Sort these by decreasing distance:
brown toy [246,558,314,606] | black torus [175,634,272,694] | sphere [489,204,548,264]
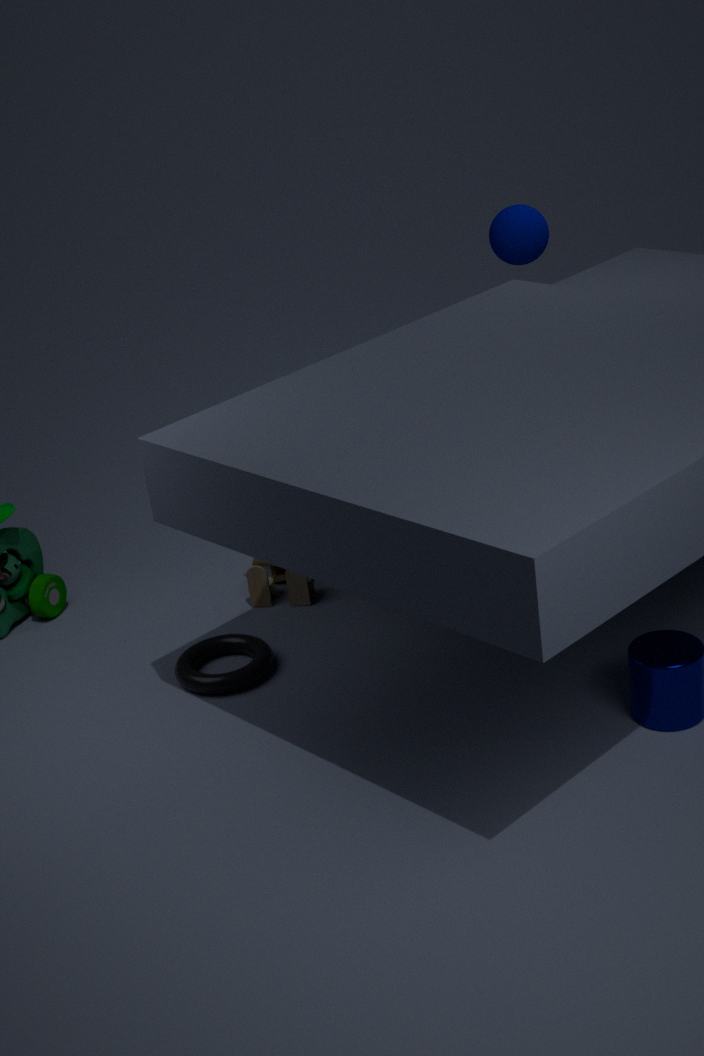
sphere [489,204,548,264] < brown toy [246,558,314,606] < black torus [175,634,272,694]
